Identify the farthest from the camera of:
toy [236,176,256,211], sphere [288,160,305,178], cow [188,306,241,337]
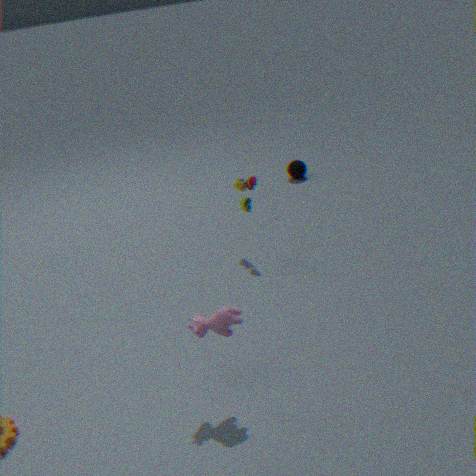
sphere [288,160,305,178]
